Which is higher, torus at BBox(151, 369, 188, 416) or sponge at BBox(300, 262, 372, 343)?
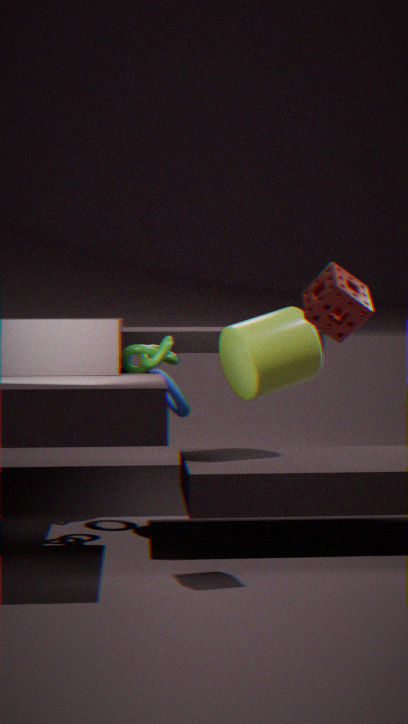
sponge at BBox(300, 262, 372, 343)
